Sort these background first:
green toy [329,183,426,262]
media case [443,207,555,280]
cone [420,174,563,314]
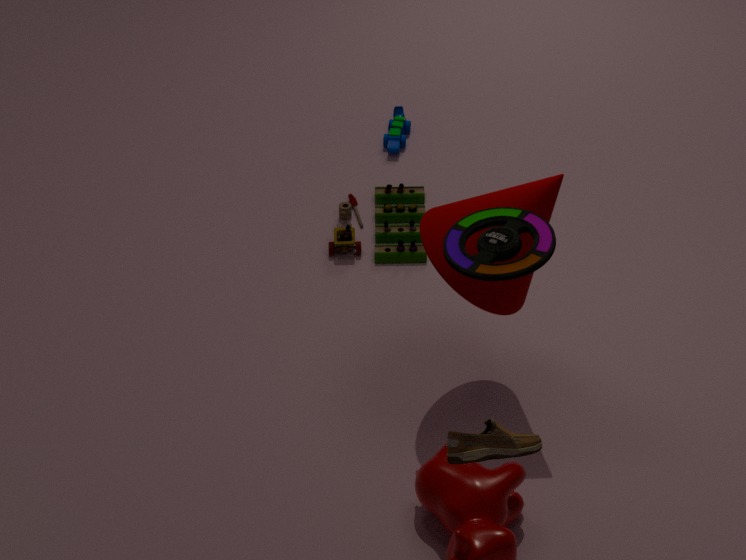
green toy [329,183,426,262] < cone [420,174,563,314] < media case [443,207,555,280]
